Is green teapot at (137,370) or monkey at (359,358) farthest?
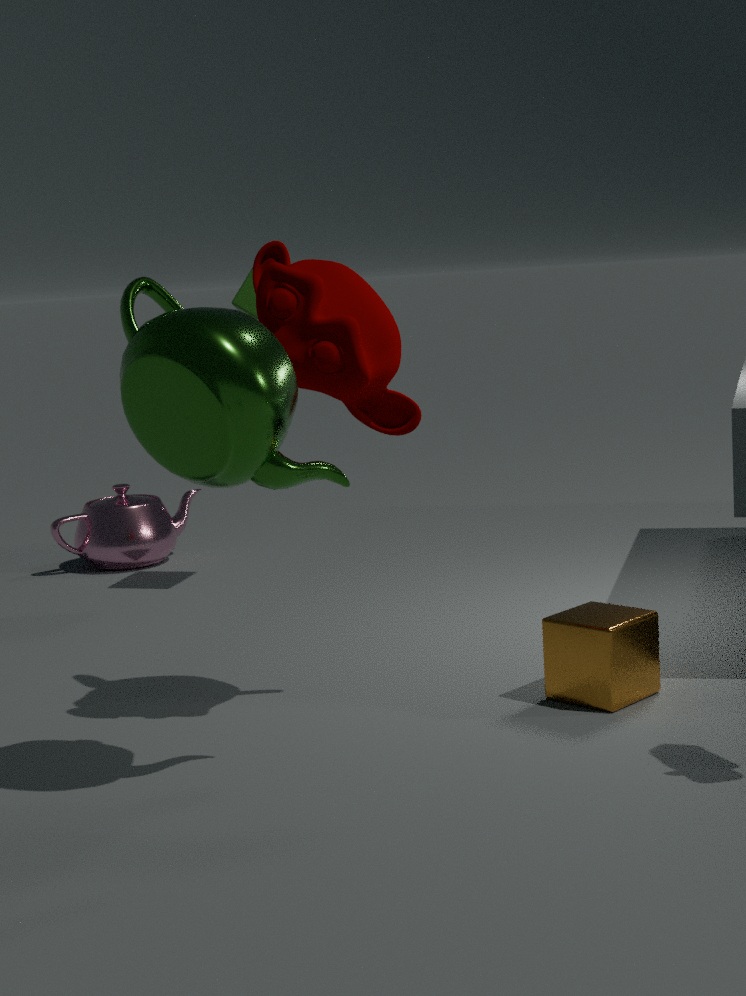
monkey at (359,358)
